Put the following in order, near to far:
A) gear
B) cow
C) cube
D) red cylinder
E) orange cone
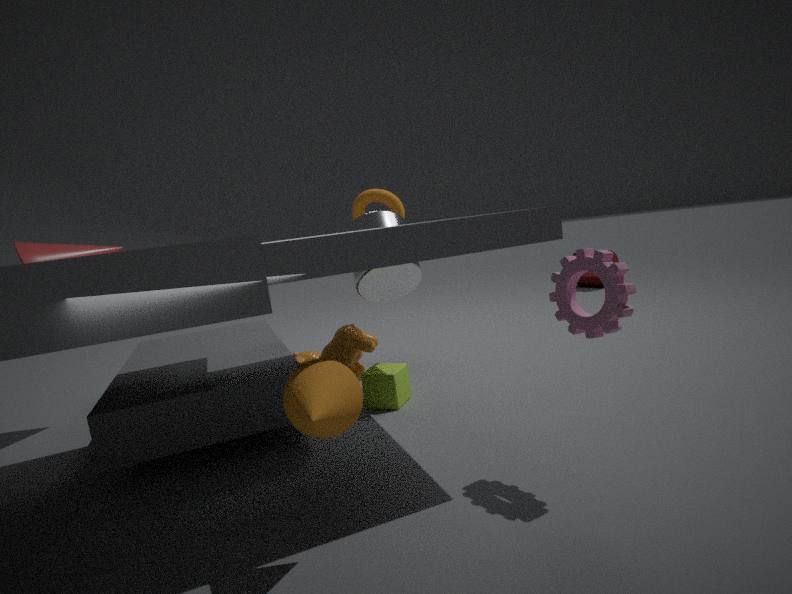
orange cone < gear < cube < cow < red cylinder
